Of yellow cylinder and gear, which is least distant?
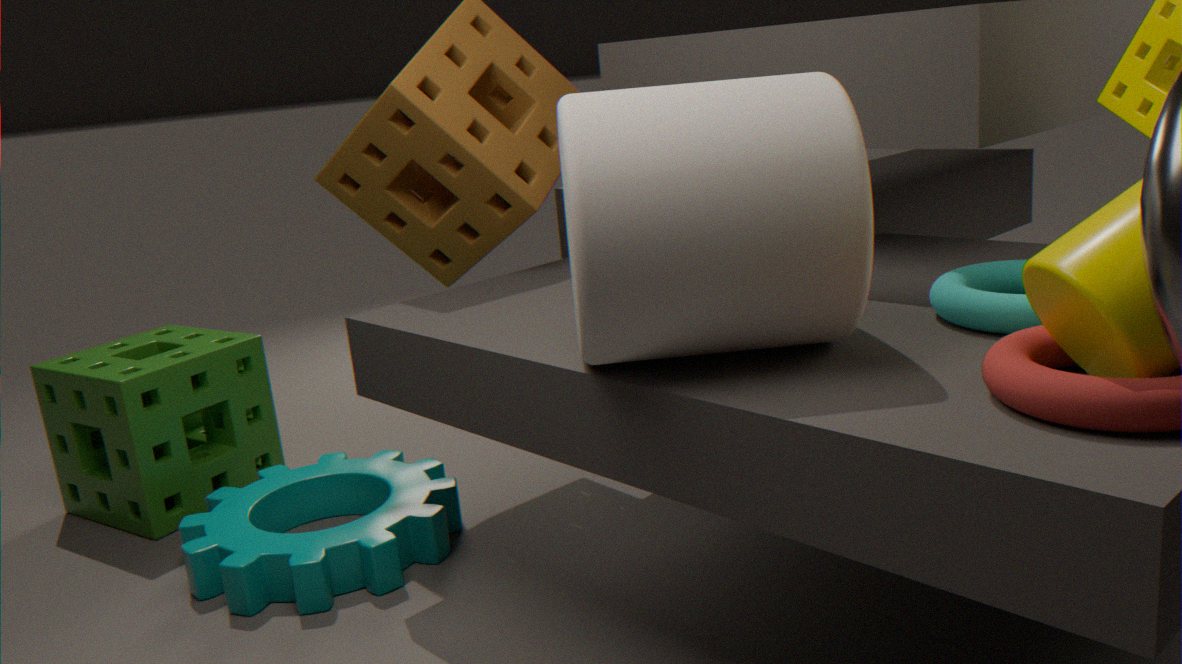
yellow cylinder
